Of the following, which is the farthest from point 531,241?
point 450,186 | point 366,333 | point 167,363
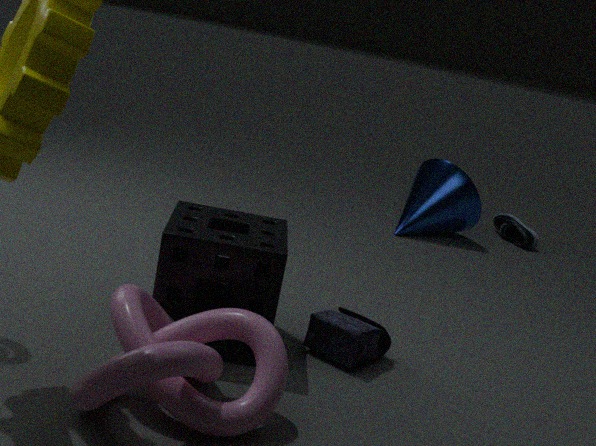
point 167,363
